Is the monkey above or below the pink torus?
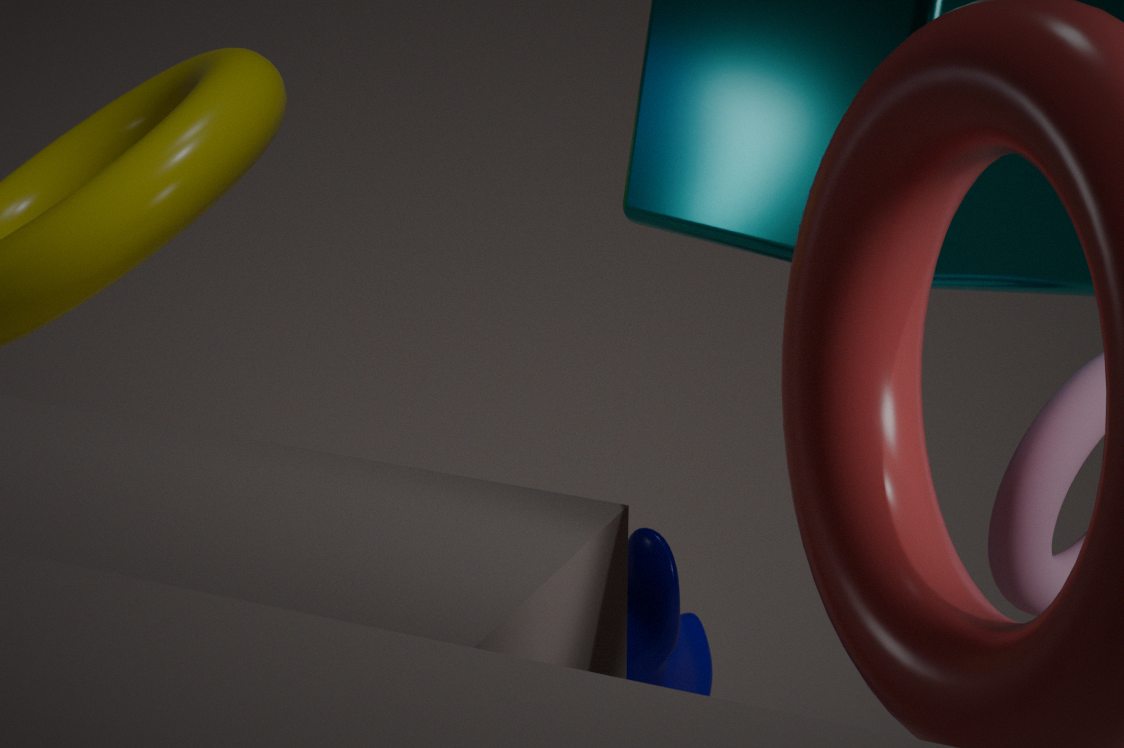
below
